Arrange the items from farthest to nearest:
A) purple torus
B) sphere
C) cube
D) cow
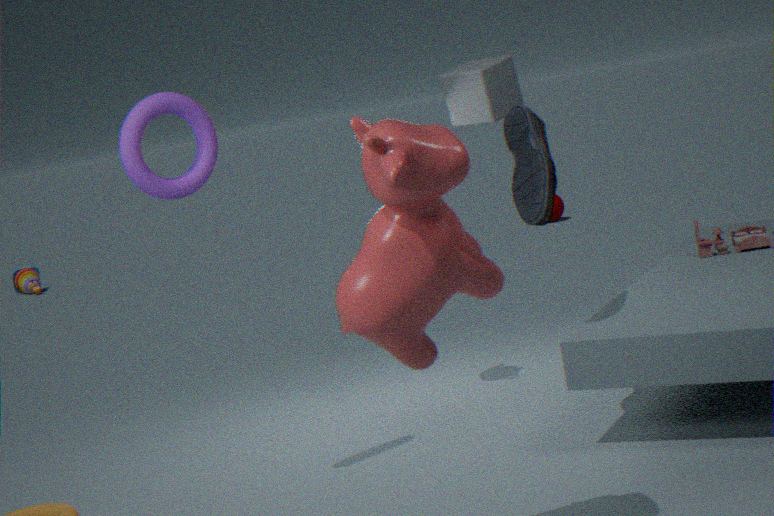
sphere
cube
purple torus
cow
